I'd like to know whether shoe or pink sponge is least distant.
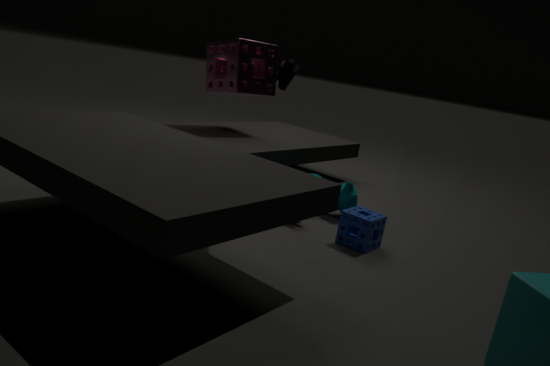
shoe
